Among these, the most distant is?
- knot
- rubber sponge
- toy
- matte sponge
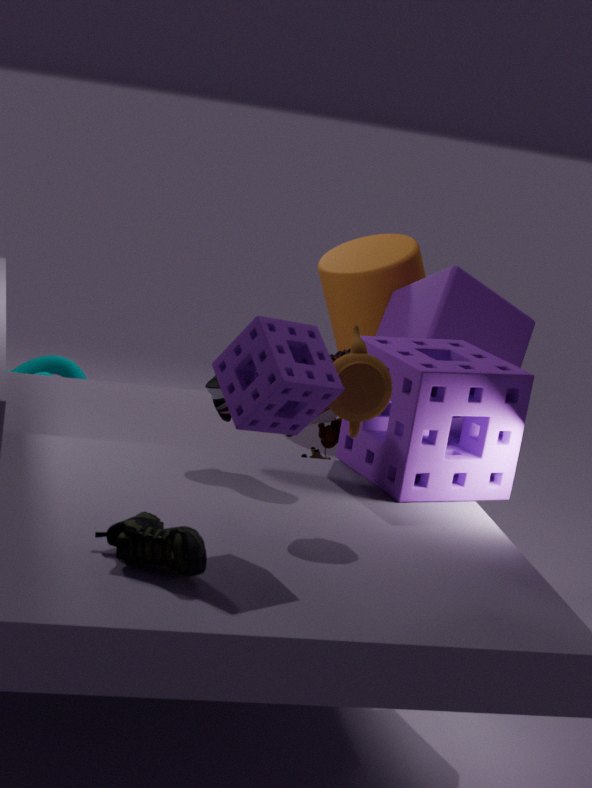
knot
